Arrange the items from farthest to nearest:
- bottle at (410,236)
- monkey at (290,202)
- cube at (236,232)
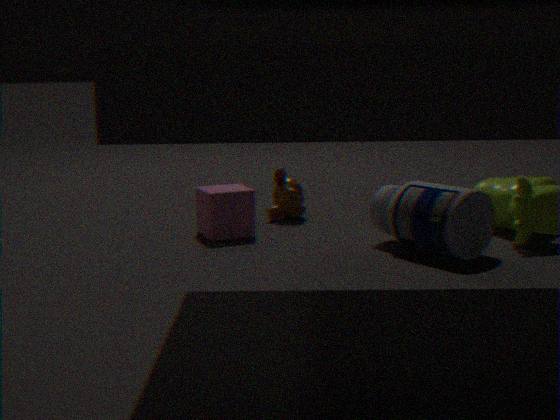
1. monkey at (290,202)
2. cube at (236,232)
3. bottle at (410,236)
